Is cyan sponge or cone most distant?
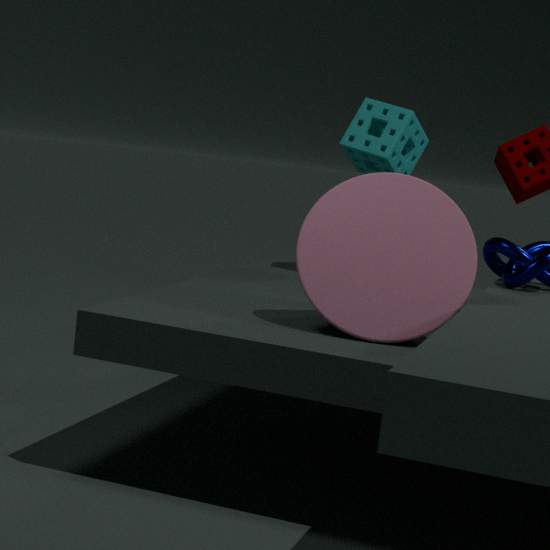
cyan sponge
